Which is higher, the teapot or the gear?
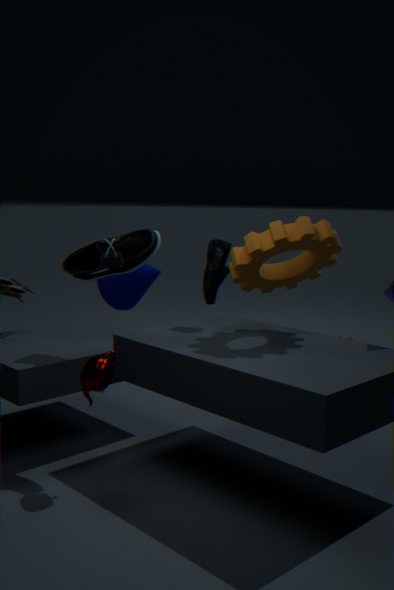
the gear
